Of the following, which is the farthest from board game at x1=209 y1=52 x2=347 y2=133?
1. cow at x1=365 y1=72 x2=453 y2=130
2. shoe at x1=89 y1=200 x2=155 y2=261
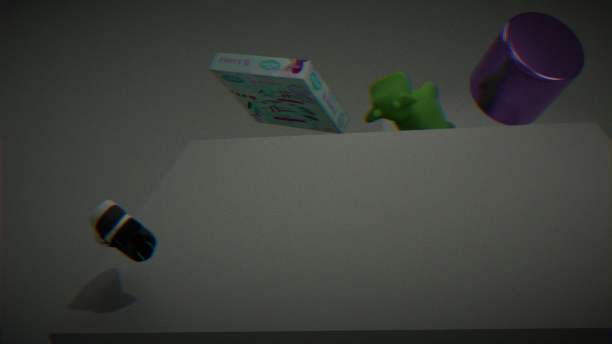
shoe at x1=89 y1=200 x2=155 y2=261
